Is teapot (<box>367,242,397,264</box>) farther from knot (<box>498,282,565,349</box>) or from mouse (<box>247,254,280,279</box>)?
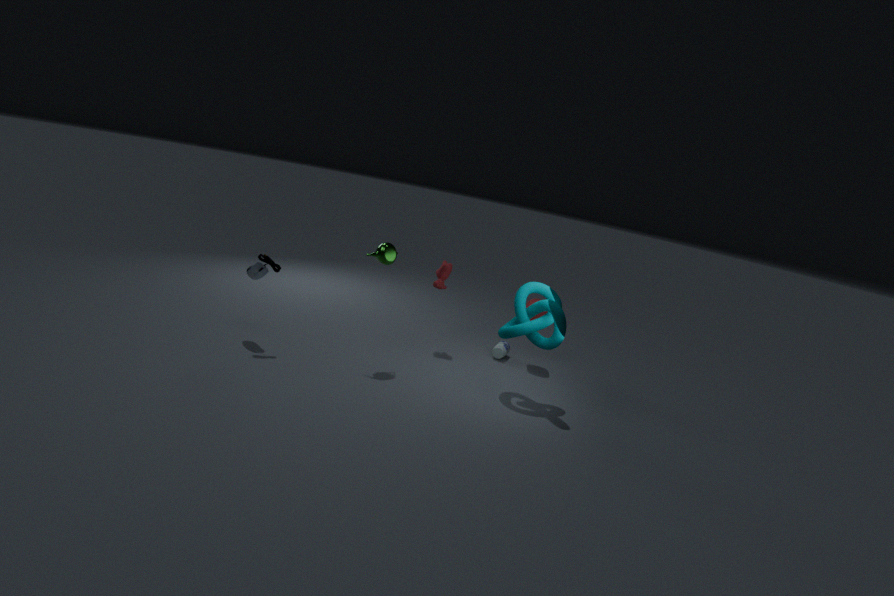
knot (<box>498,282,565,349</box>)
